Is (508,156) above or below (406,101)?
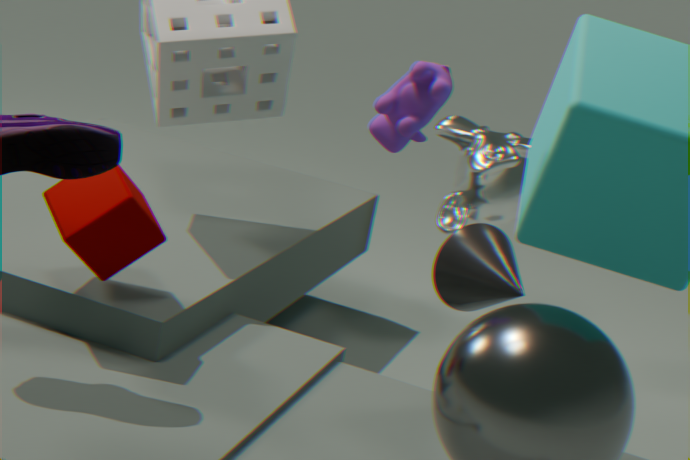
below
